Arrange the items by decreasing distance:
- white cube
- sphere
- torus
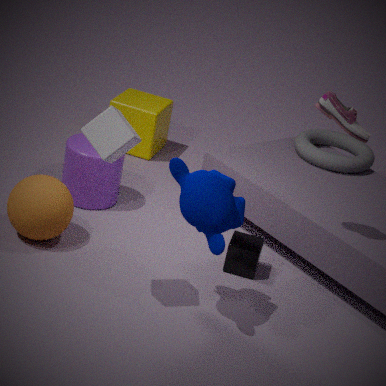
torus
sphere
white cube
